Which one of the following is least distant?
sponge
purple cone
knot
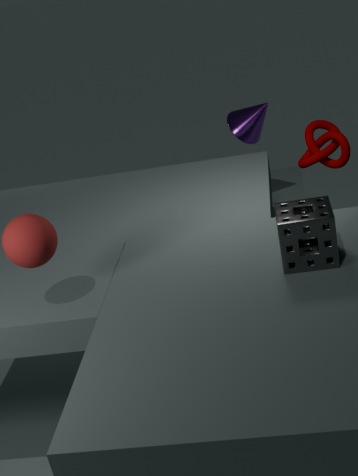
sponge
